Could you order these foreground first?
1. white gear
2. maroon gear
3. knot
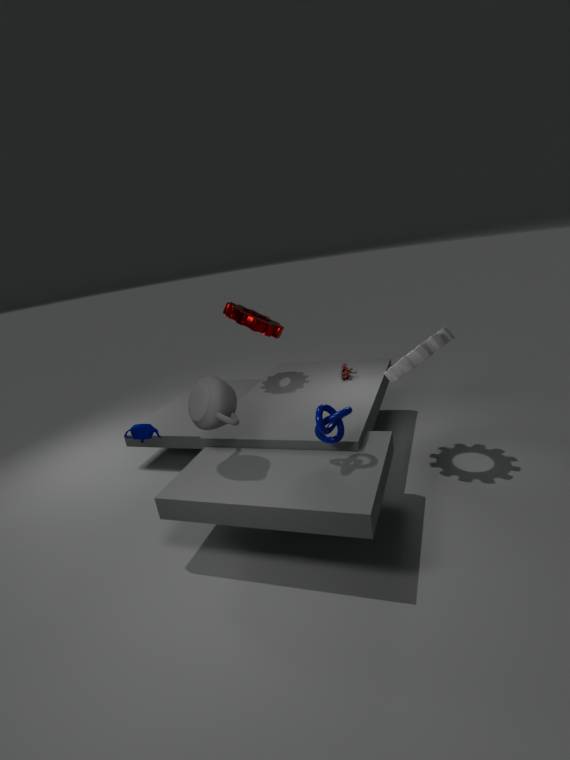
knot
white gear
maroon gear
